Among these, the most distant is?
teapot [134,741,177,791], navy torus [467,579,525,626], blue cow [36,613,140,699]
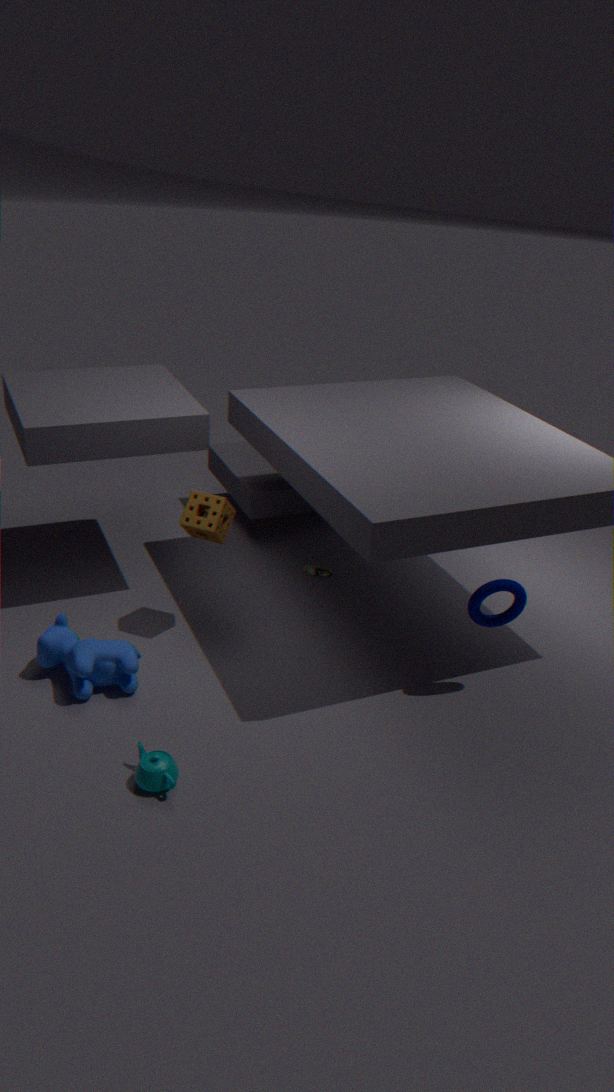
navy torus [467,579,525,626]
